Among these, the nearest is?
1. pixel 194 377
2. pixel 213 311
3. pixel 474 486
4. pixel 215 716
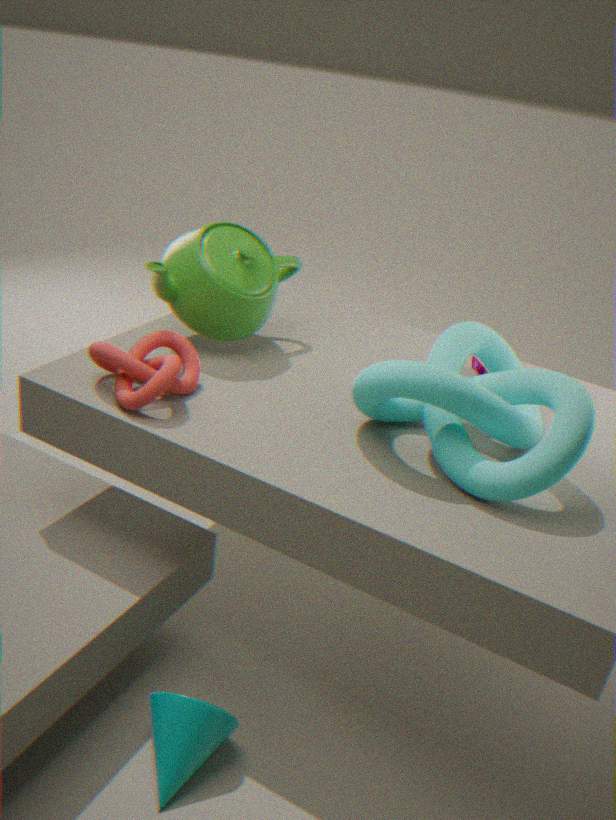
pixel 474 486
